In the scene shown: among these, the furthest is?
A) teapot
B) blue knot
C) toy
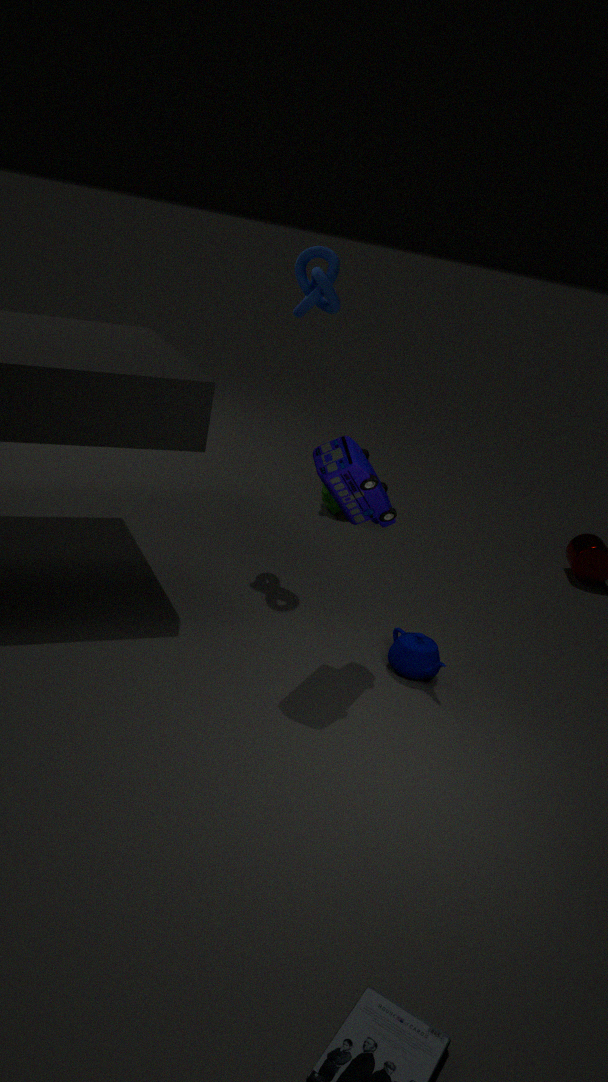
blue knot
